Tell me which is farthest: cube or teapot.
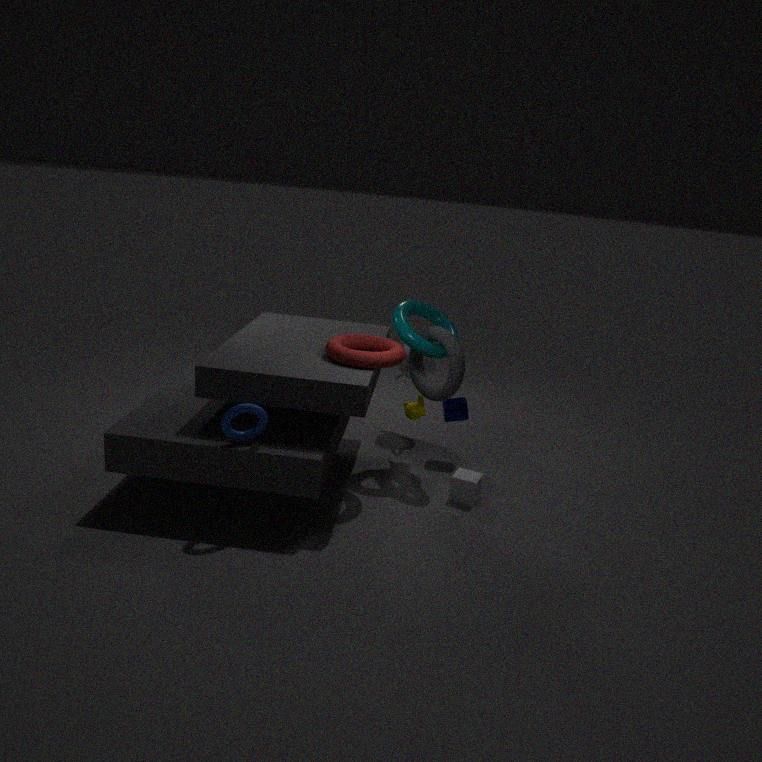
teapot
